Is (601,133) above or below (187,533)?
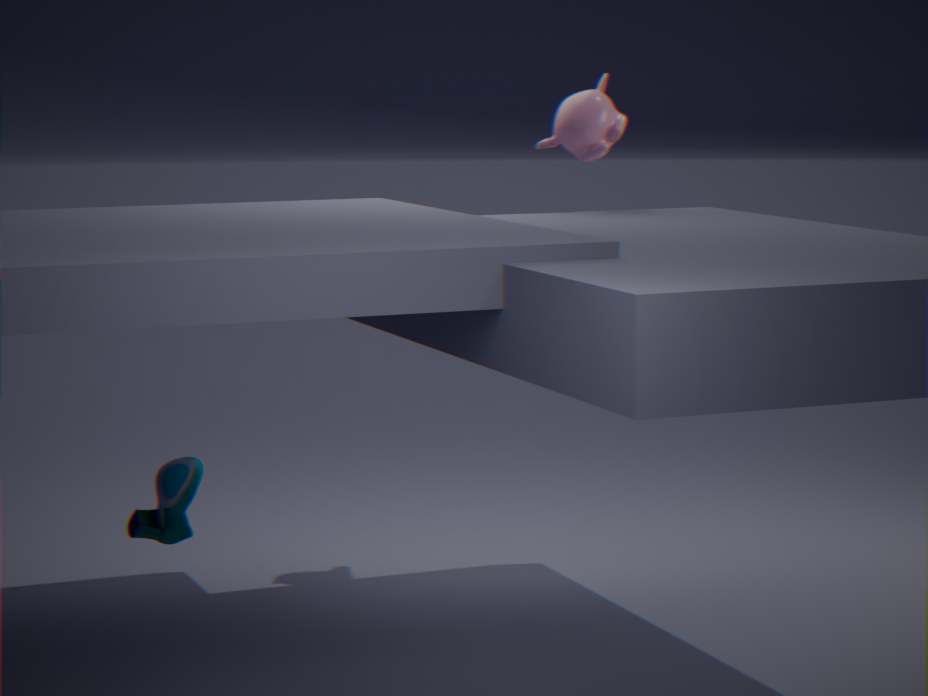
above
